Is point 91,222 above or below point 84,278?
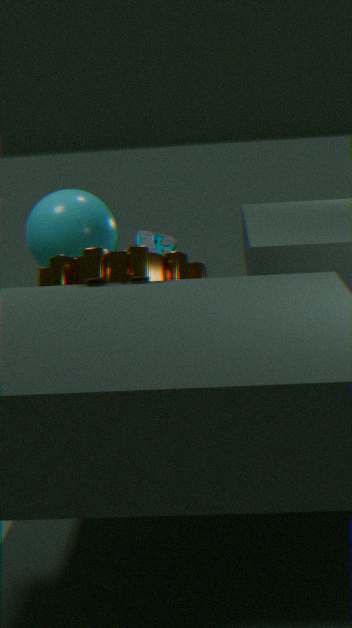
above
